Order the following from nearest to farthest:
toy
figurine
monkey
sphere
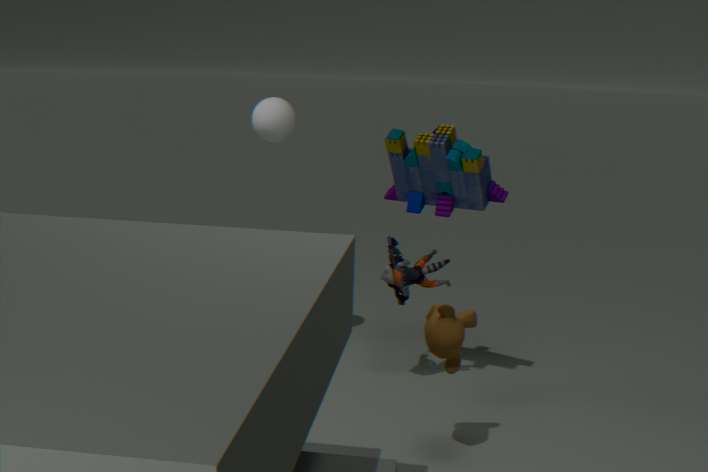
monkey
toy
figurine
sphere
